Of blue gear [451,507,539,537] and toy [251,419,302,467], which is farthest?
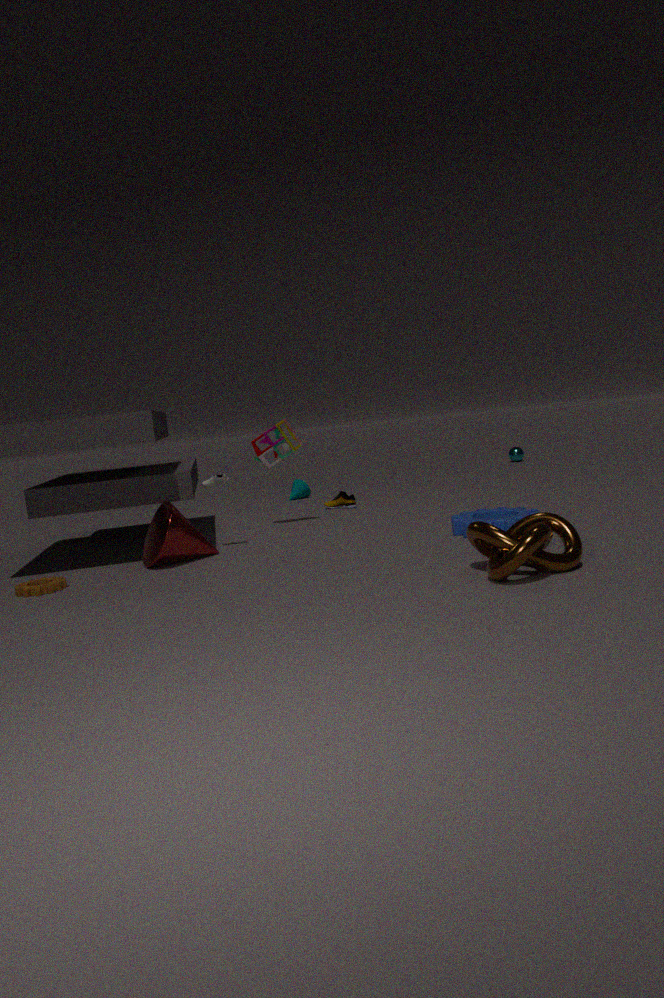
toy [251,419,302,467]
